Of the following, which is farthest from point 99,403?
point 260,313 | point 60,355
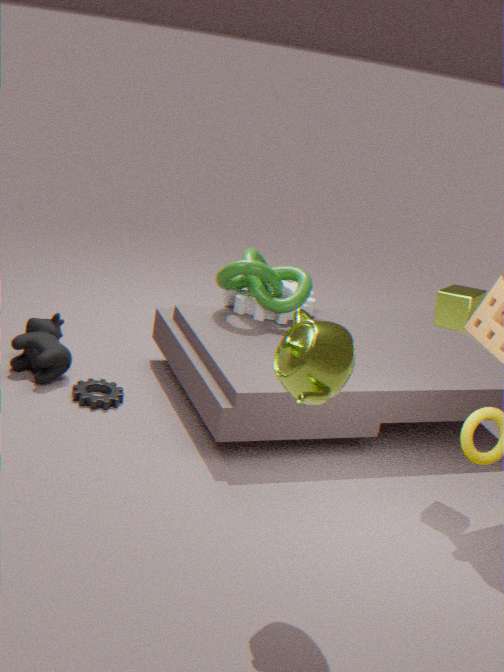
point 260,313
